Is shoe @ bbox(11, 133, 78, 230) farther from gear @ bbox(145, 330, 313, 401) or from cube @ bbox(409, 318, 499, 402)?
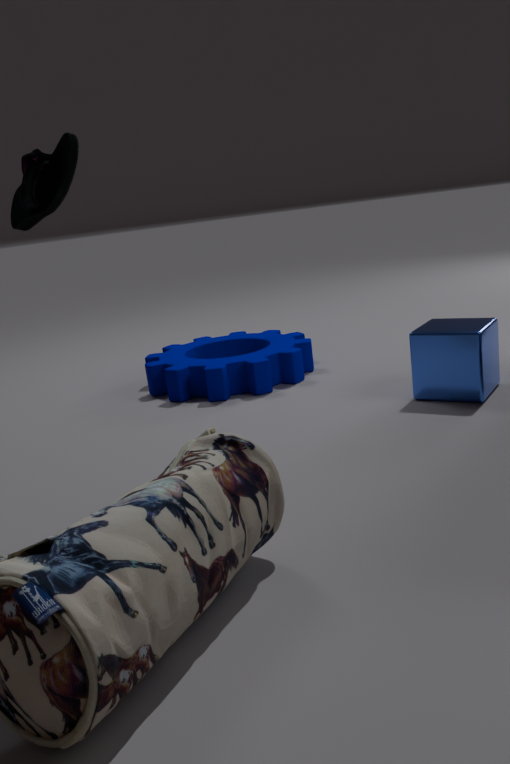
cube @ bbox(409, 318, 499, 402)
